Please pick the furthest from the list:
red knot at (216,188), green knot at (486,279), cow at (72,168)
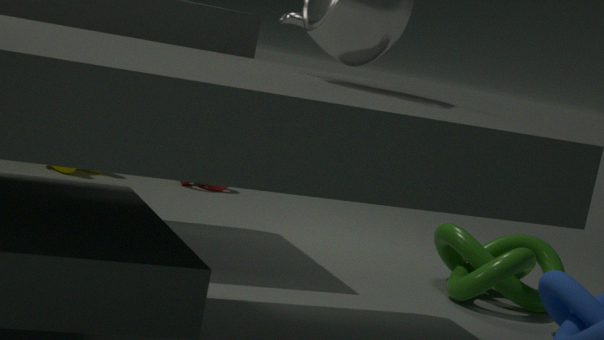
red knot at (216,188)
